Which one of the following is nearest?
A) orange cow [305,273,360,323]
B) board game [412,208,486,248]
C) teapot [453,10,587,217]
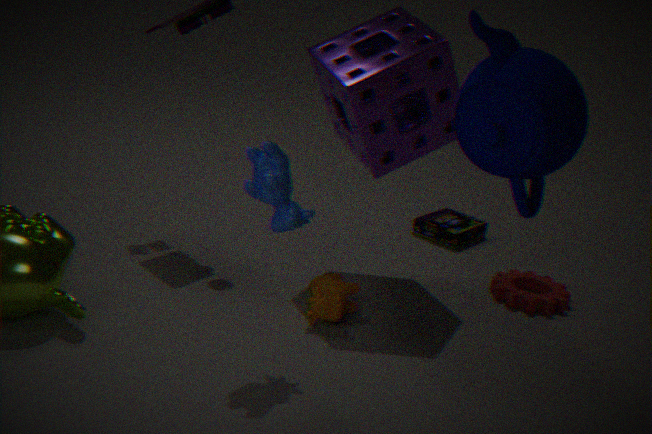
teapot [453,10,587,217]
